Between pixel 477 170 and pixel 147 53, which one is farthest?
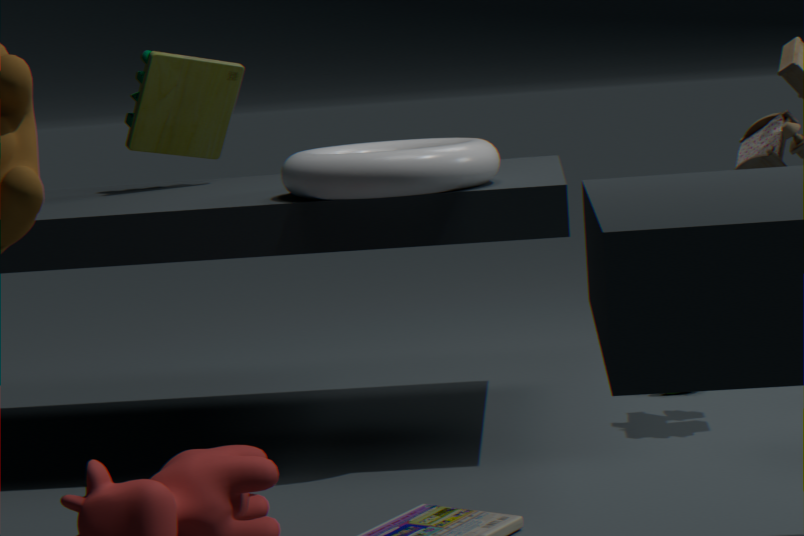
pixel 147 53
